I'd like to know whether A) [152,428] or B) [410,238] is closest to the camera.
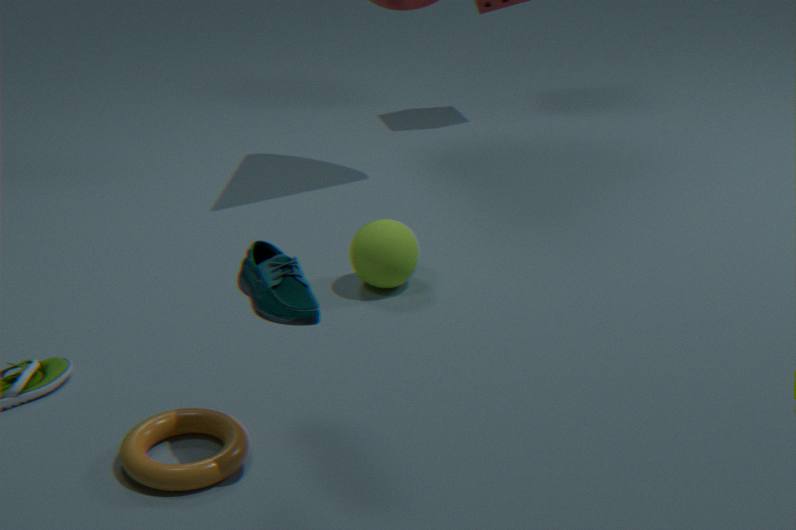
A. [152,428]
